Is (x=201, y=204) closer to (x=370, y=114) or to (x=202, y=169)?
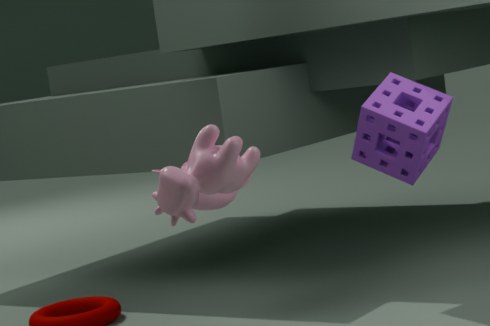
(x=202, y=169)
